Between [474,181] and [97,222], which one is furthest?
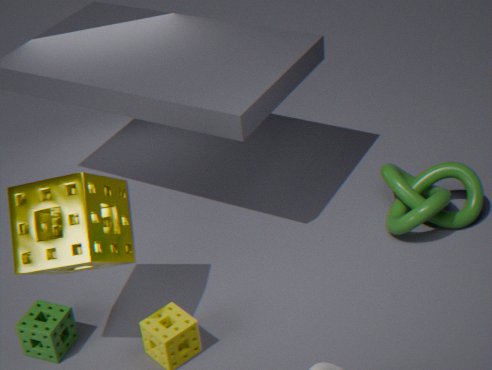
[474,181]
